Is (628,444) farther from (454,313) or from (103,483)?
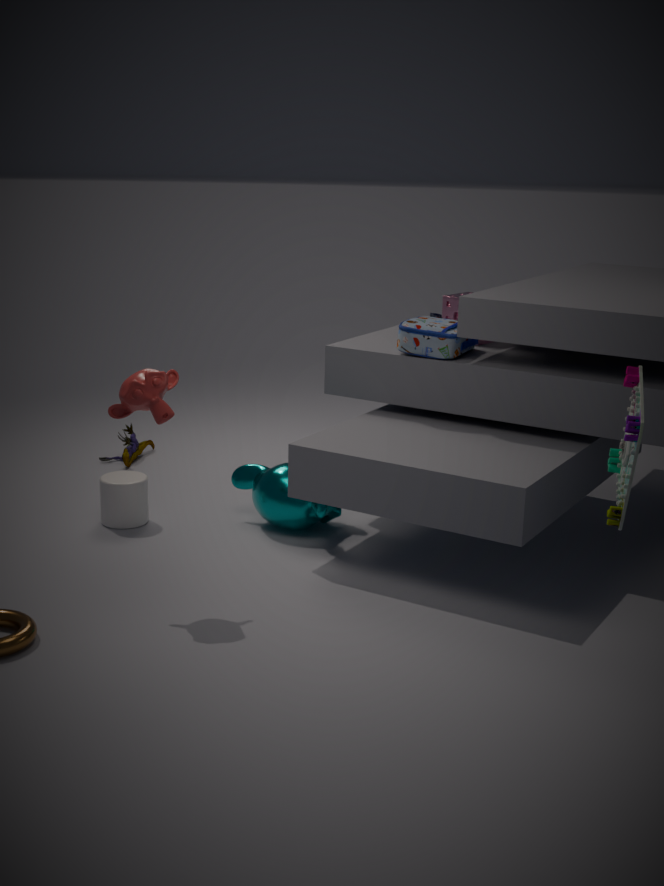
(103,483)
